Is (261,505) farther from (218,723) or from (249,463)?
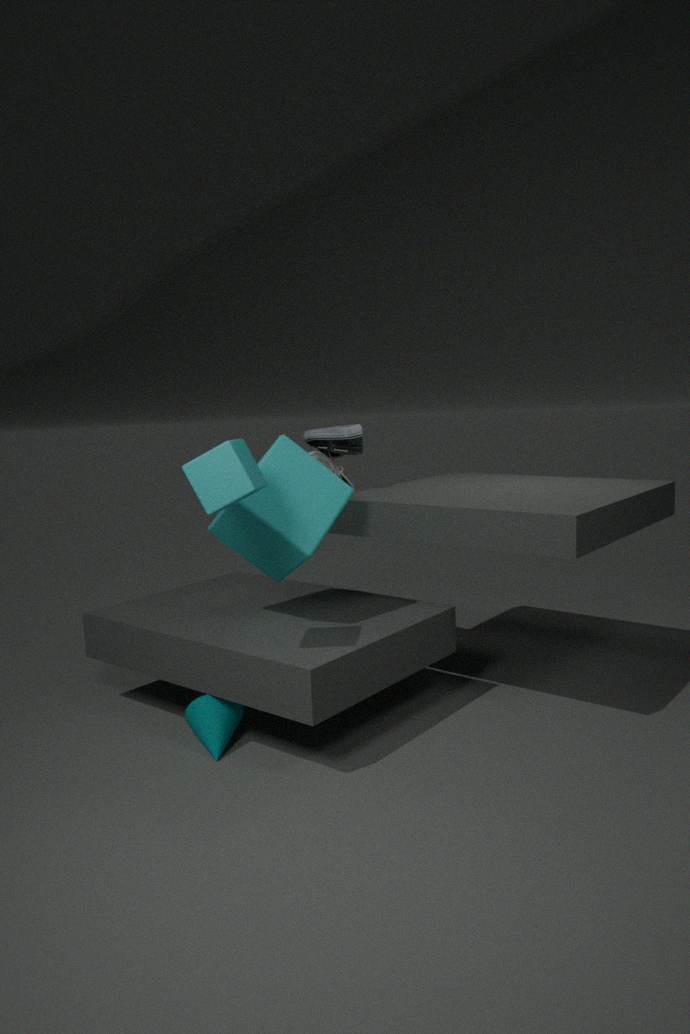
(218,723)
